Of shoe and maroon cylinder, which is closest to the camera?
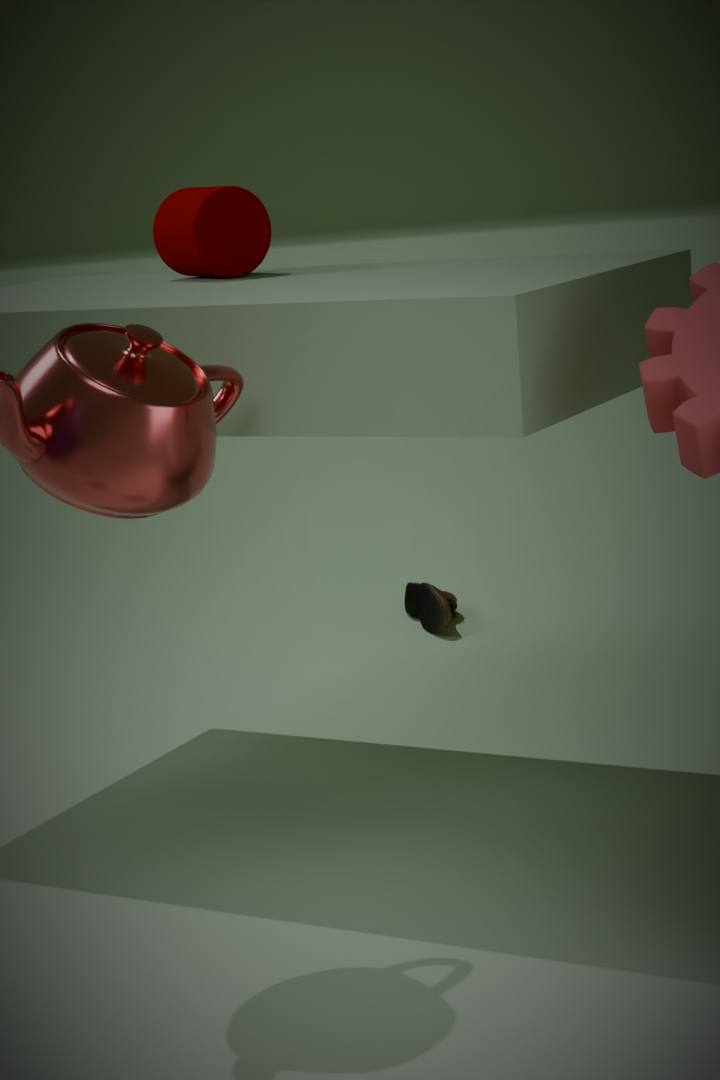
maroon cylinder
